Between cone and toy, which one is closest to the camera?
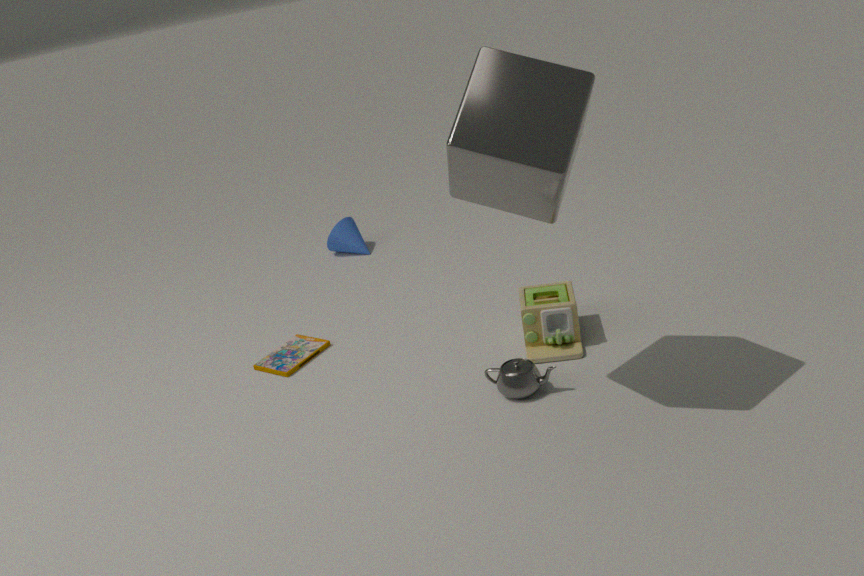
toy
